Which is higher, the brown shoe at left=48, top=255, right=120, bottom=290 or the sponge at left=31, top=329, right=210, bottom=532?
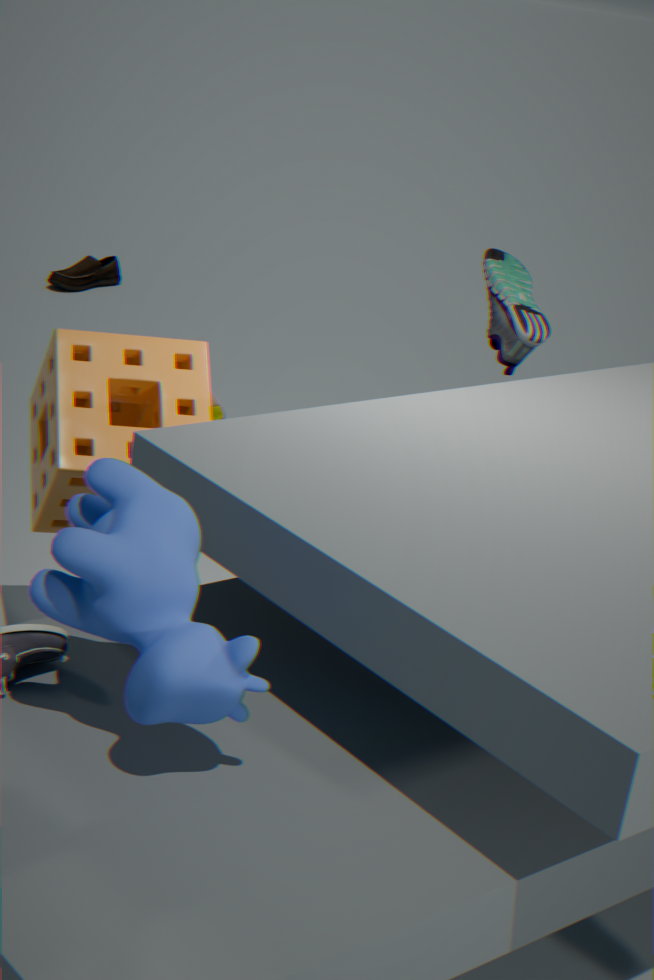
the sponge at left=31, top=329, right=210, bottom=532
